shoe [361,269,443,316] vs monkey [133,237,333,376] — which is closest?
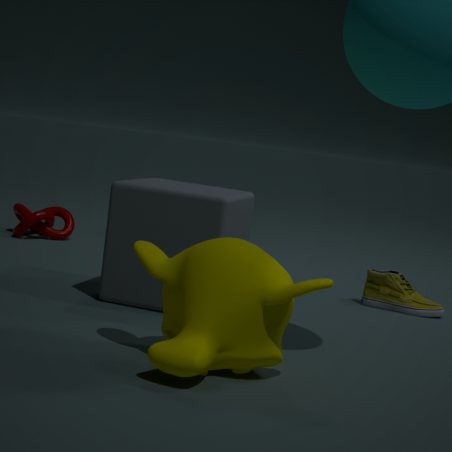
monkey [133,237,333,376]
